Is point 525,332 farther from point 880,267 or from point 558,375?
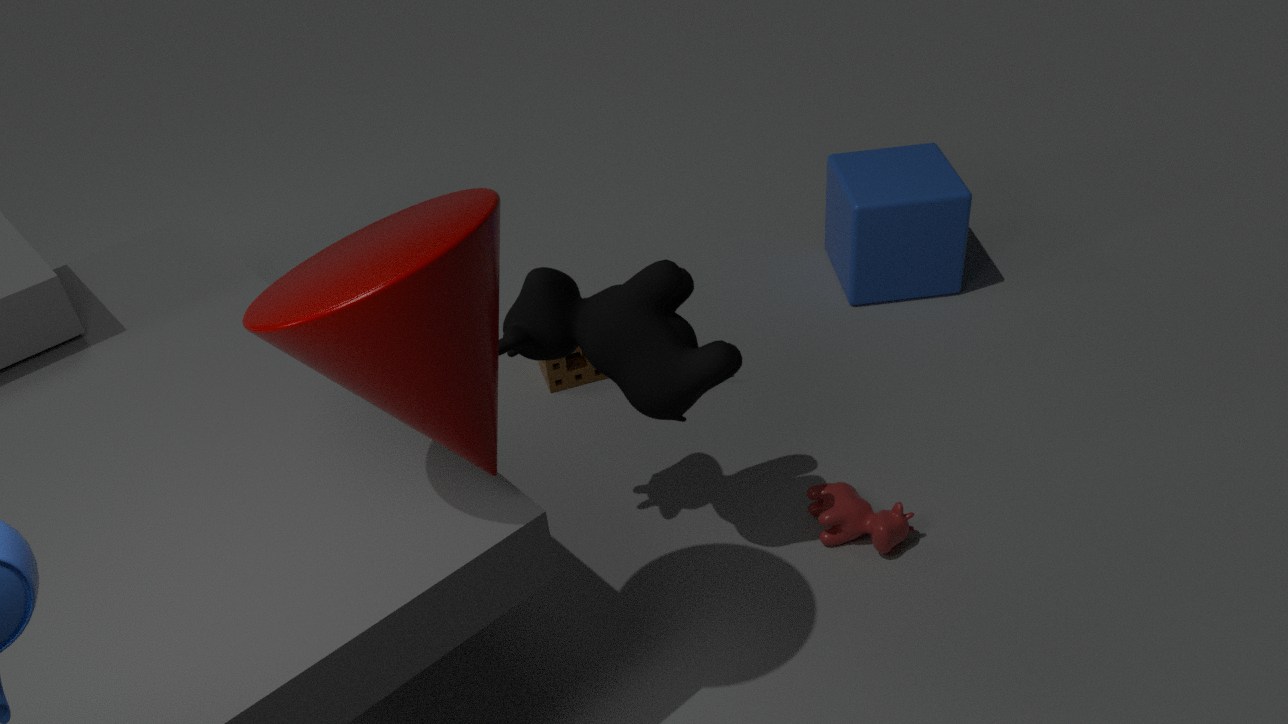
point 880,267
